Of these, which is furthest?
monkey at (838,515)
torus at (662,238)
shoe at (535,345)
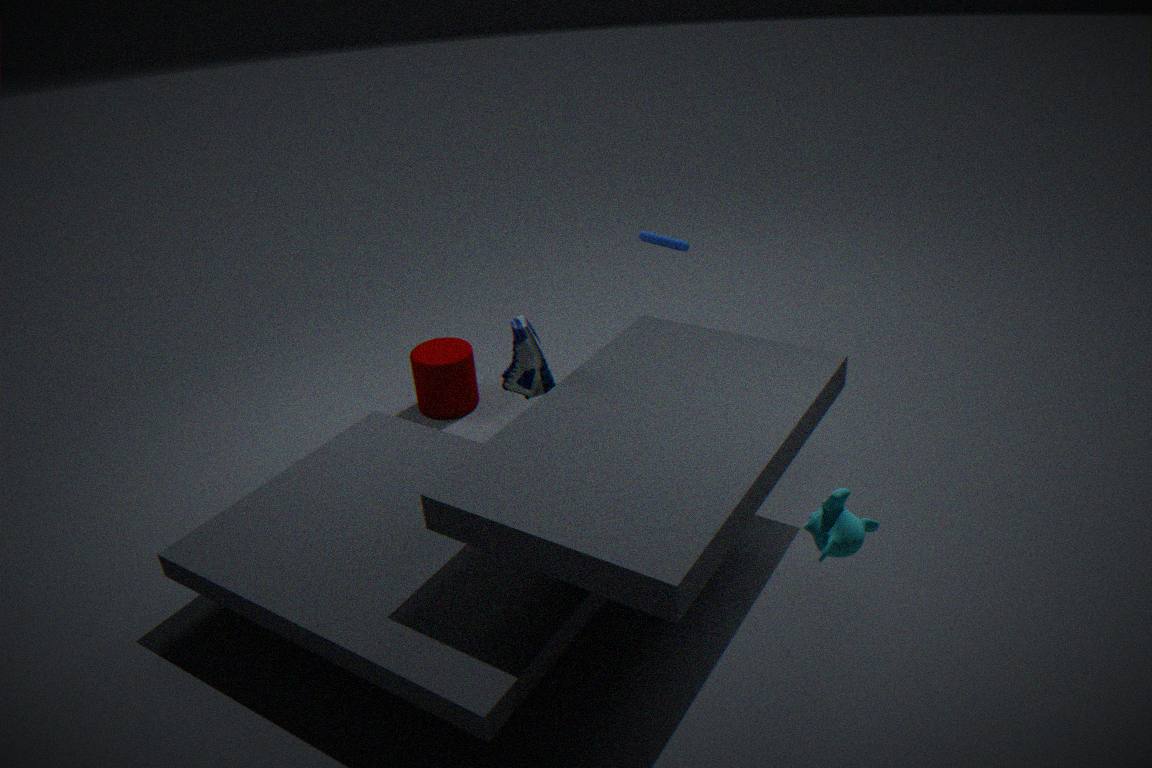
torus at (662,238)
